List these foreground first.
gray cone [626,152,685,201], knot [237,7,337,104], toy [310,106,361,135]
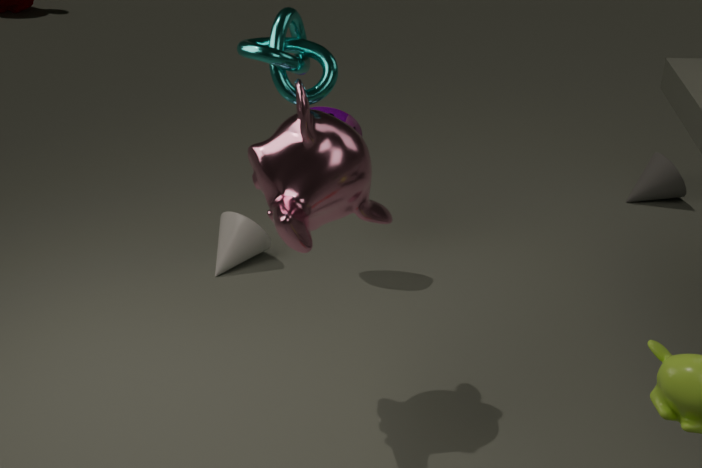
knot [237,7,337,104] < toy [310,106,361,135] < gray cone [626,152,685,201]
